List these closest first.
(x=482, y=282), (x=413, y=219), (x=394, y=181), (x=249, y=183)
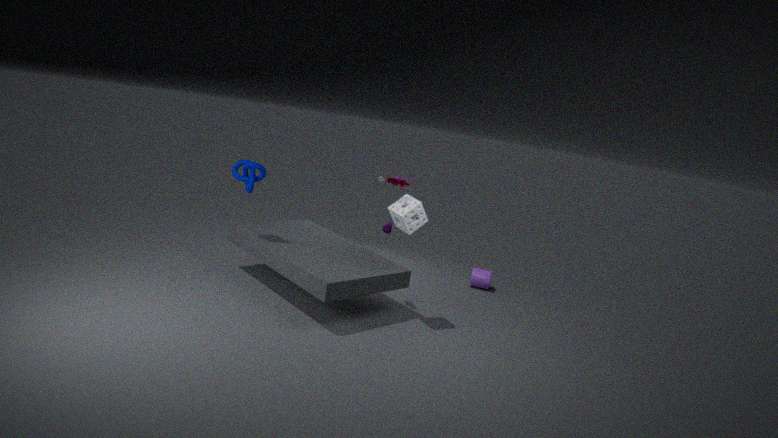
1. (x=394, y=181)
2. (x=413, y=219)
3. (x=249, y=183)
4. (x=482, y=282)
